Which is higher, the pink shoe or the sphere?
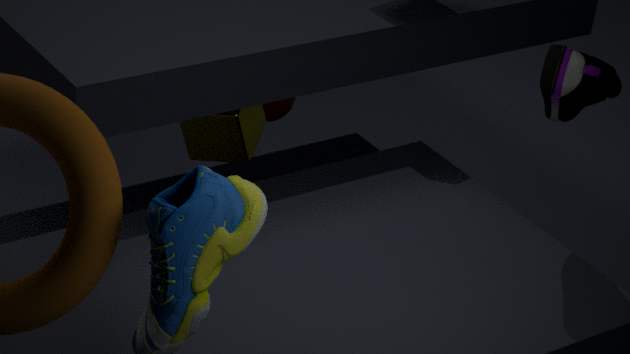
the pink shoe
